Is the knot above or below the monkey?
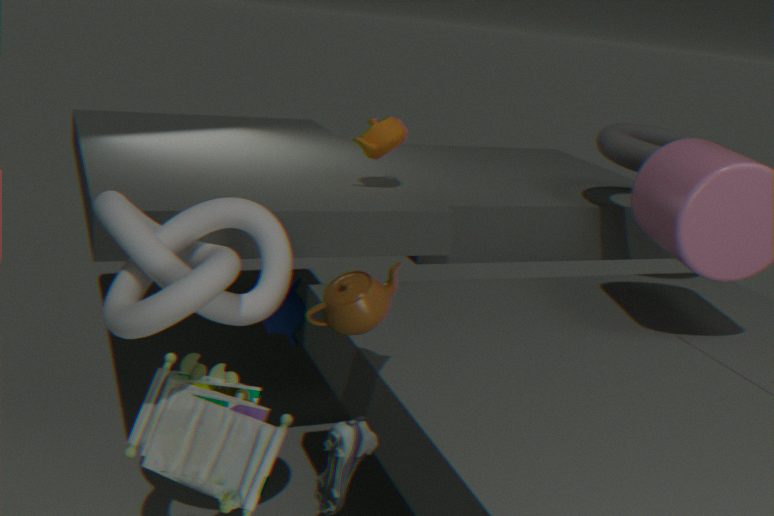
above
